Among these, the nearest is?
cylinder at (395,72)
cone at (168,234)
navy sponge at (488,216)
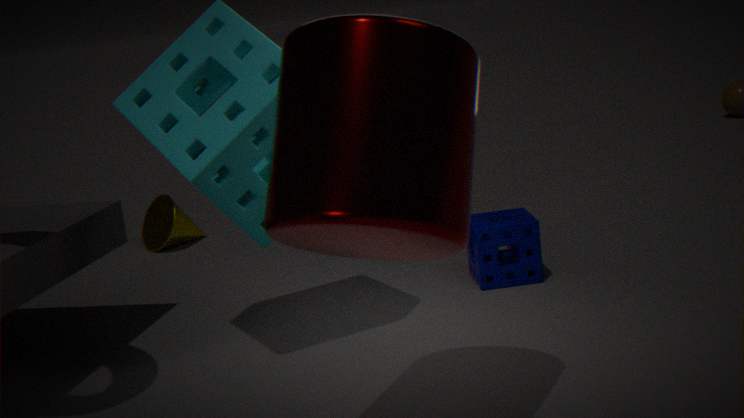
cylinder at (395,72)
